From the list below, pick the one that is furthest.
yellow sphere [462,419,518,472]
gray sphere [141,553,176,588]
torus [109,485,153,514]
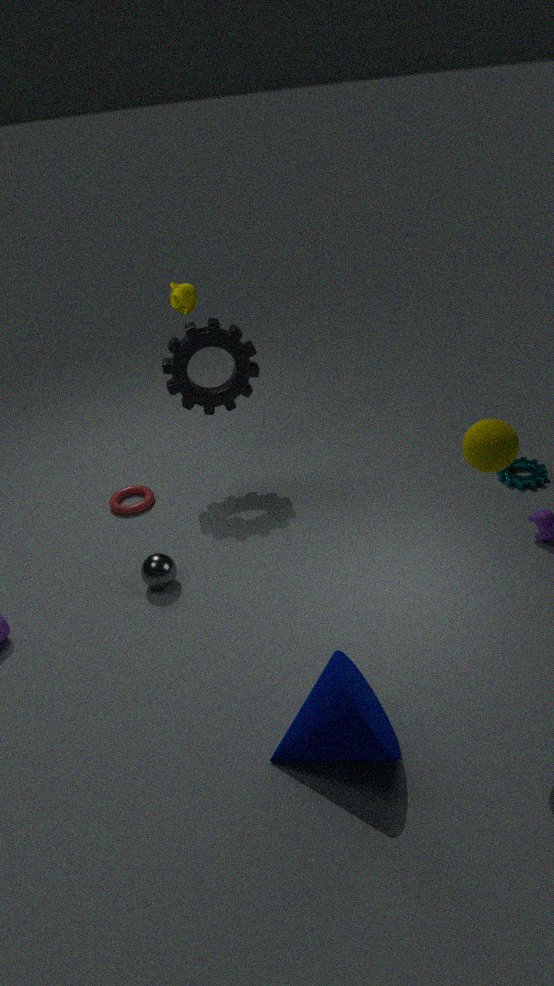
torus [109,485,153,514]
